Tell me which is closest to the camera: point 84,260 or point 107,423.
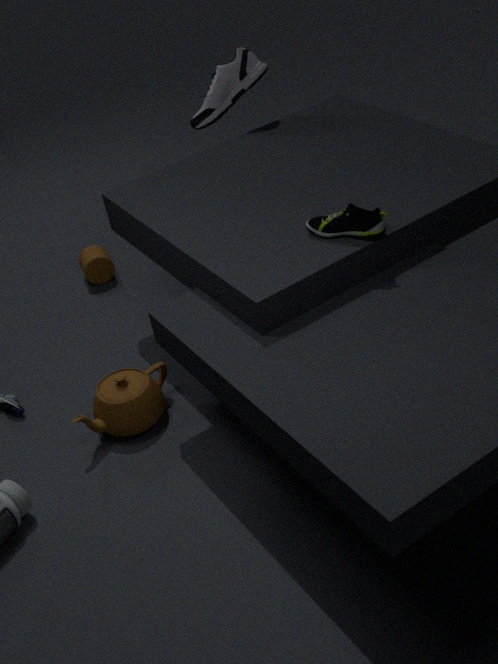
point 107,423
